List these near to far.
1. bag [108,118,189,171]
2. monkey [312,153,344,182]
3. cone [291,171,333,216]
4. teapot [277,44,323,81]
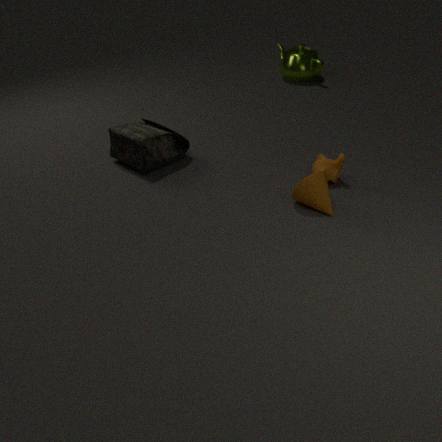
1. cone [291,171,333,216]
2. monkey [312,153,344,182]
3. bag [108,118,189,171]
4. teapot [277,44,323,81]
